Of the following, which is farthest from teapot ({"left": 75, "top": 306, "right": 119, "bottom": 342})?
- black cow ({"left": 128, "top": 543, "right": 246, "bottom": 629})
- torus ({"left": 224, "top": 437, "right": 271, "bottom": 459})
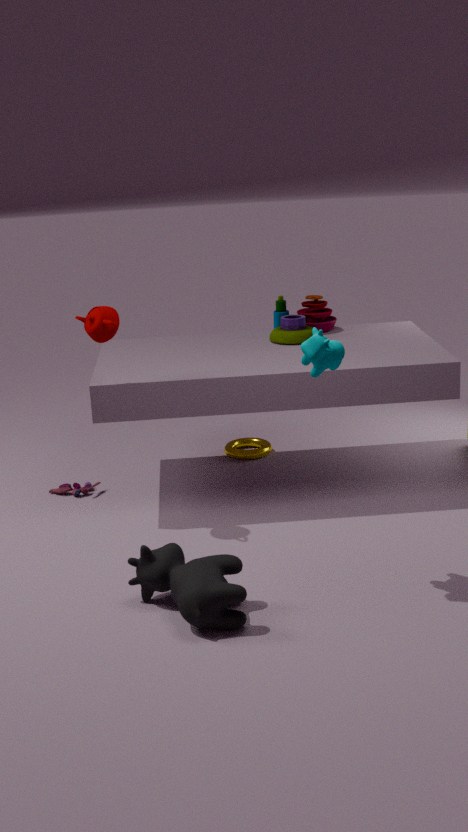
torus ({"left": 224, "top": 437, "right": 271, "bottom": 459})
